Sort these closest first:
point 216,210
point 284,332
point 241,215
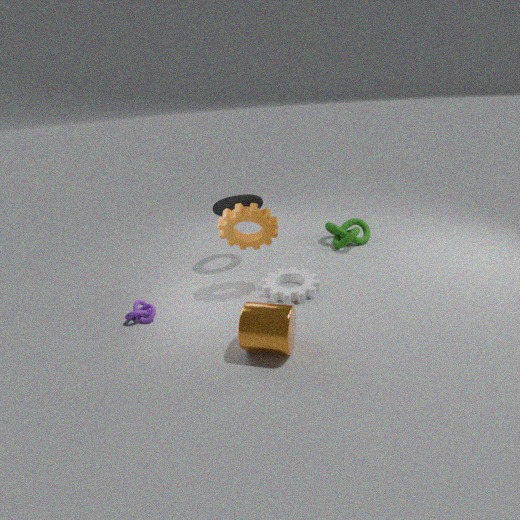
point 284,332
point 241,215
point 216,210
